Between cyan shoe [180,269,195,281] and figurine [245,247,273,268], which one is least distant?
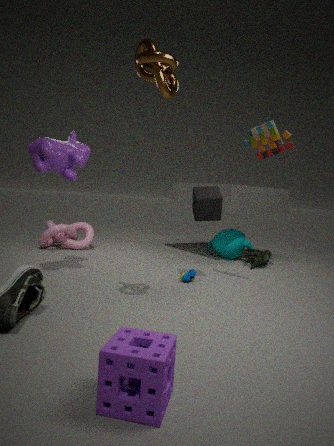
cyan shoe [180,269,195,281]
